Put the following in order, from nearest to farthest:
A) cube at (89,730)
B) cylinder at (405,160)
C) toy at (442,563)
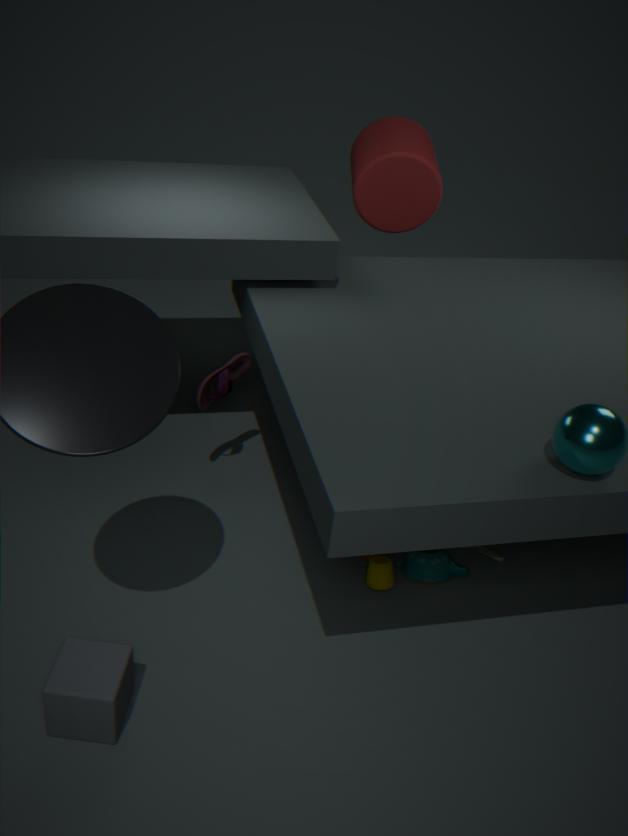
cube at (89,730) < toy at (442,563) < cylinder at (405,160)
